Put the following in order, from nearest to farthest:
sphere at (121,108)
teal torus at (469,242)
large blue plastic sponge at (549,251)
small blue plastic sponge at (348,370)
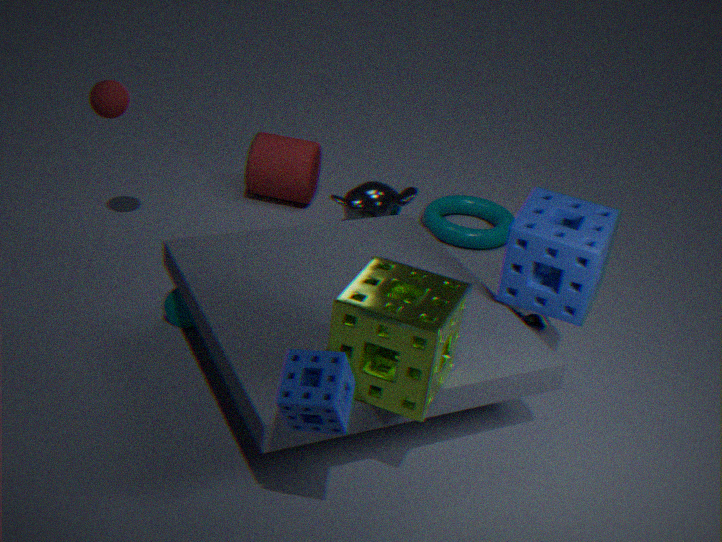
small blue plastic sponge at (348,370)
large blue plastic sponge at (549,251)
sphere at (121,108)
teal torus at (469,242)
